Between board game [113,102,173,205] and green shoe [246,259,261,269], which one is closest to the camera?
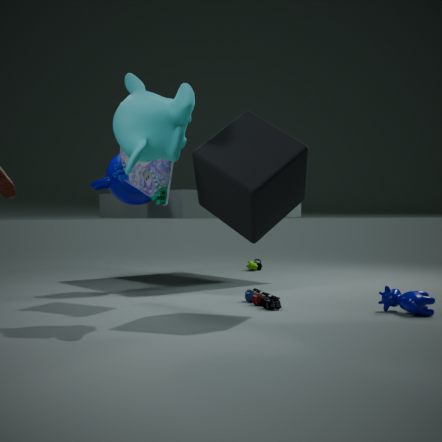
board game [113,102,173,205]
